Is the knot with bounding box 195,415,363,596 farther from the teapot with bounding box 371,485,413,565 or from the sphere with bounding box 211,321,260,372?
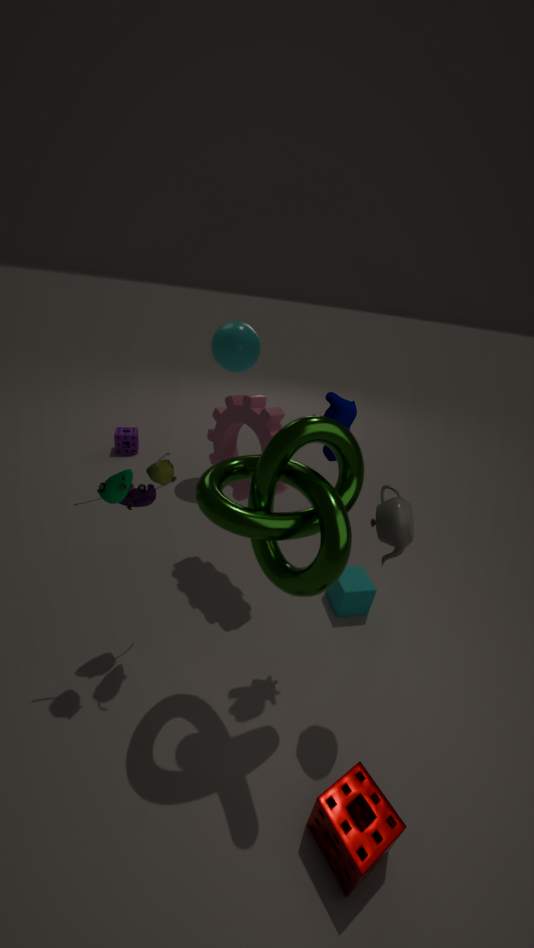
the sphere with bounding box 211,321,260,372
